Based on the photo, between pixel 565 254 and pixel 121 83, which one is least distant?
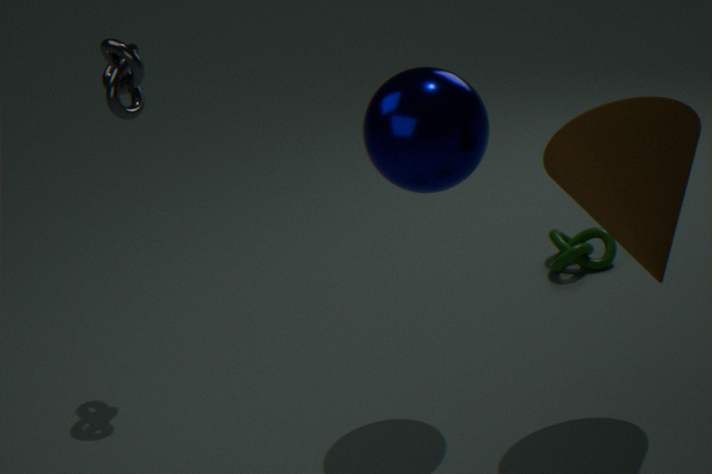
pixel 121 83
